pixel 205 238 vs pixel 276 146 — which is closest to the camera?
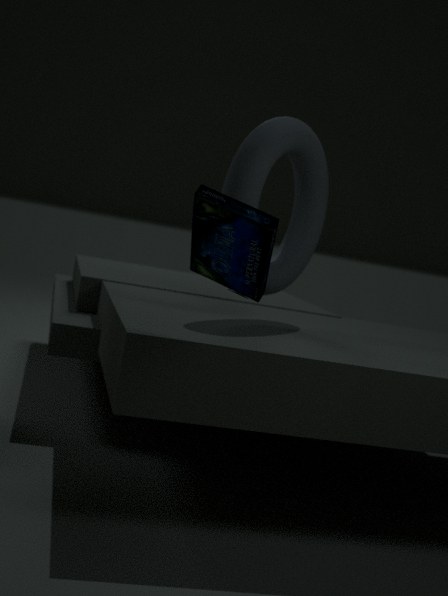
pixel 205 238
